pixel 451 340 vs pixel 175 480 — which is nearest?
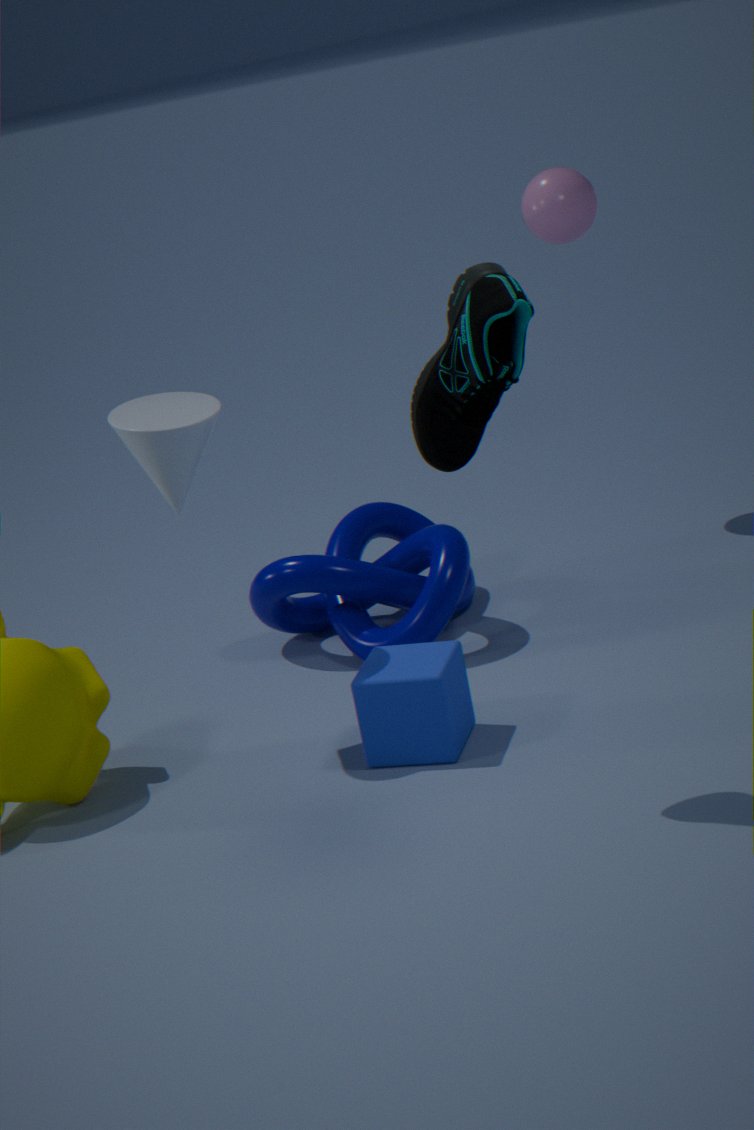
pixel 451 340
